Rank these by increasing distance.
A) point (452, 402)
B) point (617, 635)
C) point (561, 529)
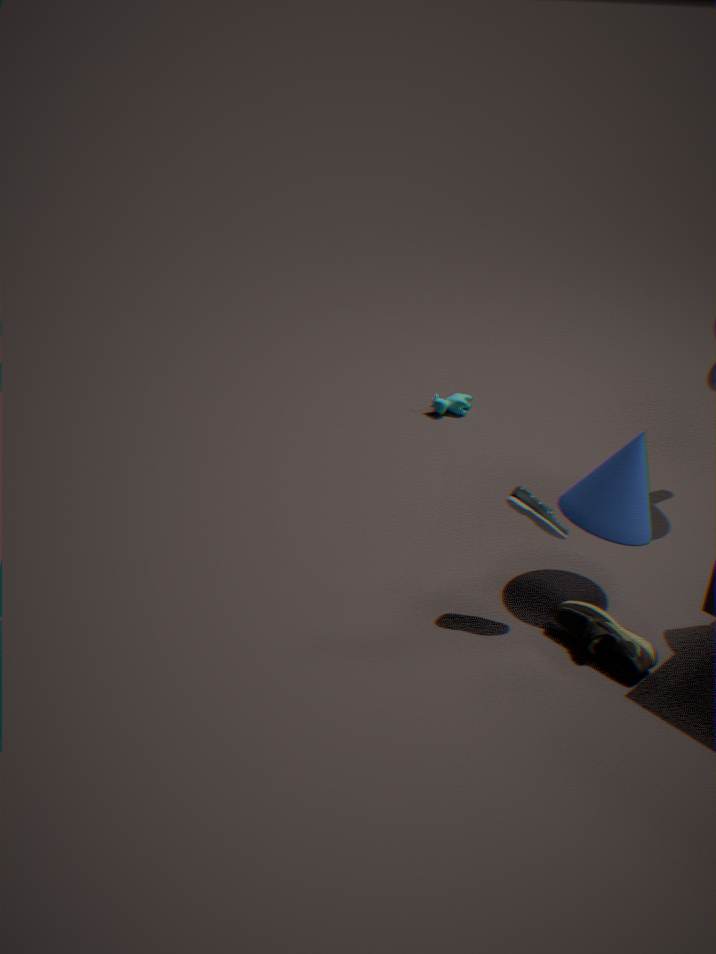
point (617, 635) → point (561, 529) → point (452, 402)
